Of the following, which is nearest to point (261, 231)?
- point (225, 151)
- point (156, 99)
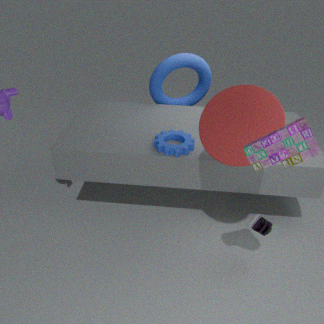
point (225, 151)
